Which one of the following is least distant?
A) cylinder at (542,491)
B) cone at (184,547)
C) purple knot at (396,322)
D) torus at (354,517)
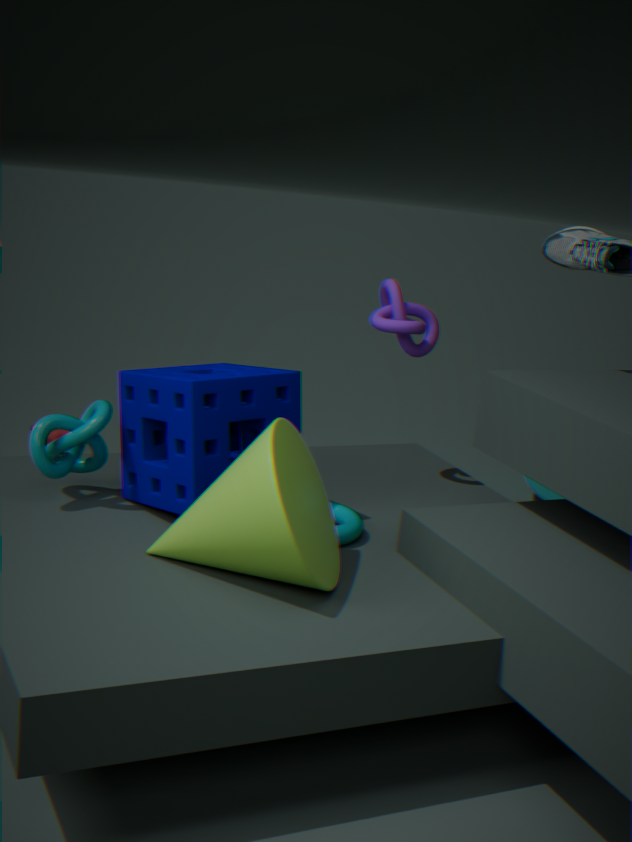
cone at (184,547)
